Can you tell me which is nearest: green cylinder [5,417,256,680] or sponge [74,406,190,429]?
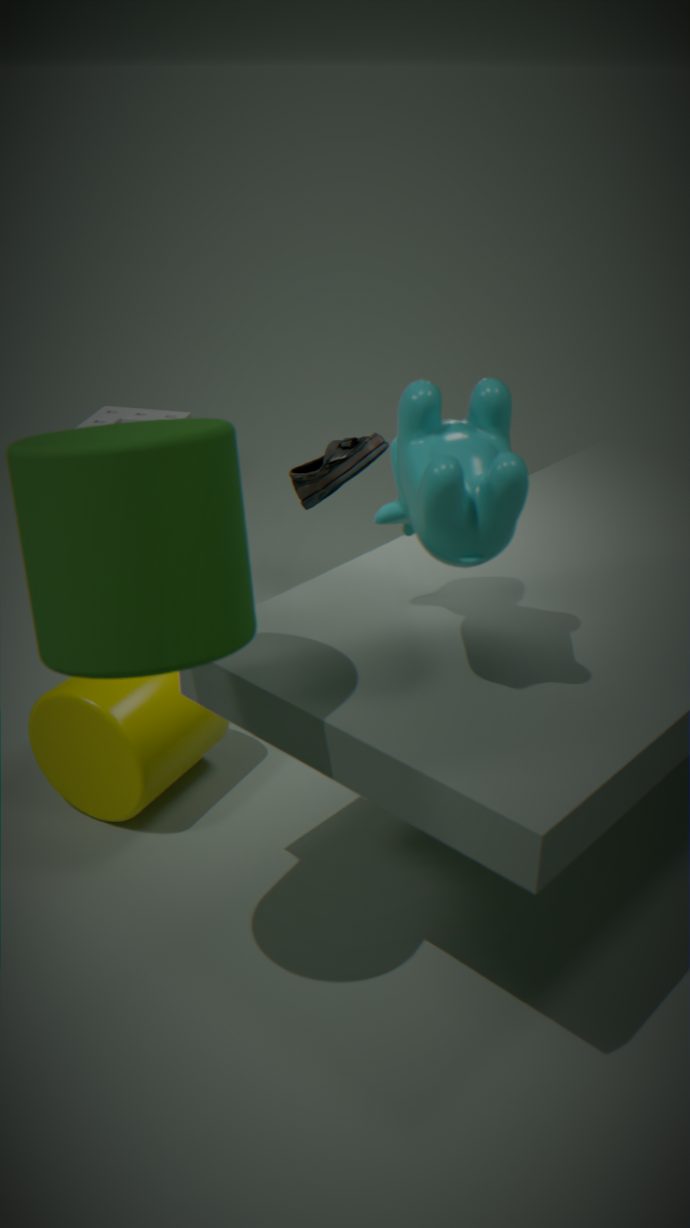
green cylinder [5,417,256,680]
